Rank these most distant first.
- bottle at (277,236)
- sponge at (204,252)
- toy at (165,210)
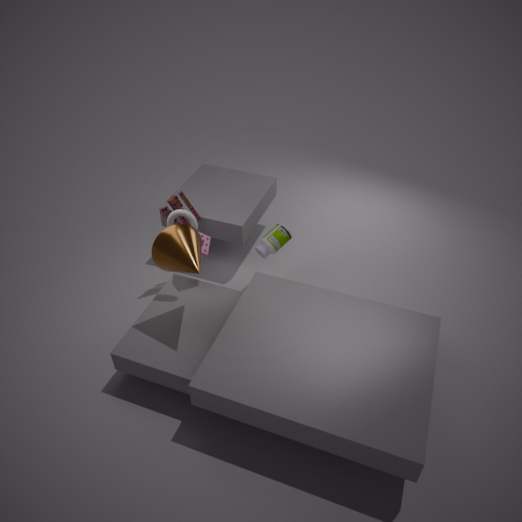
bottle at (277,236)
toy at (165,210)
sponge at (204,252)
